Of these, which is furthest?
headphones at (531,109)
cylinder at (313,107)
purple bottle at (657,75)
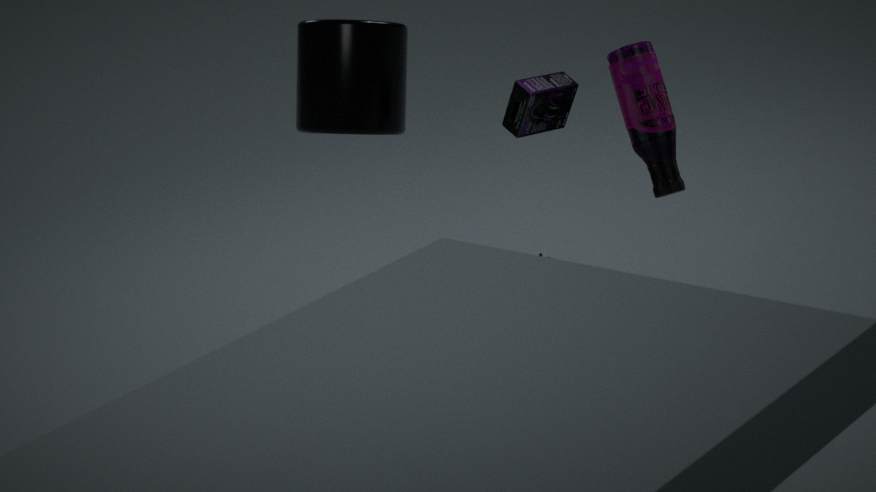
cylinder at (313,107)
